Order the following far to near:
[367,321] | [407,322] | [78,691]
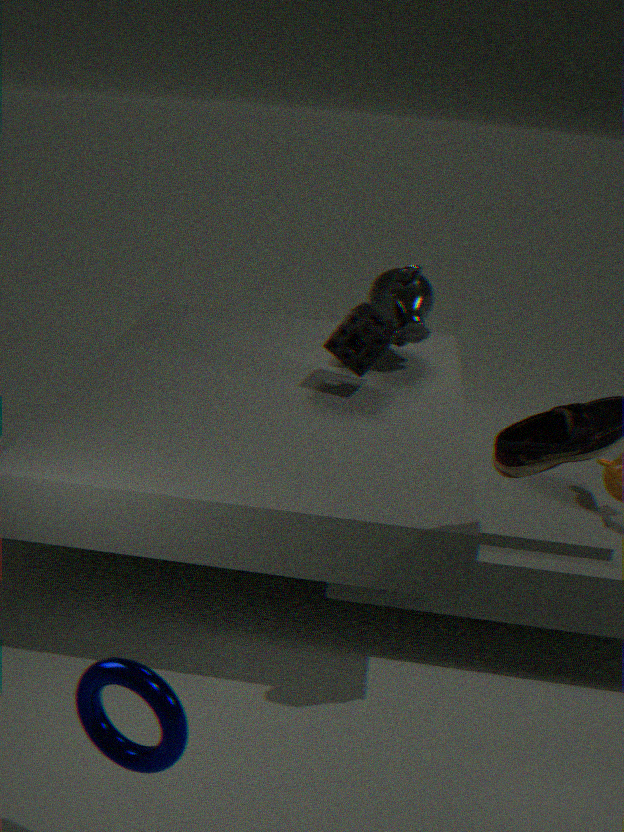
[407,322]
[367,321]
[78,691]
